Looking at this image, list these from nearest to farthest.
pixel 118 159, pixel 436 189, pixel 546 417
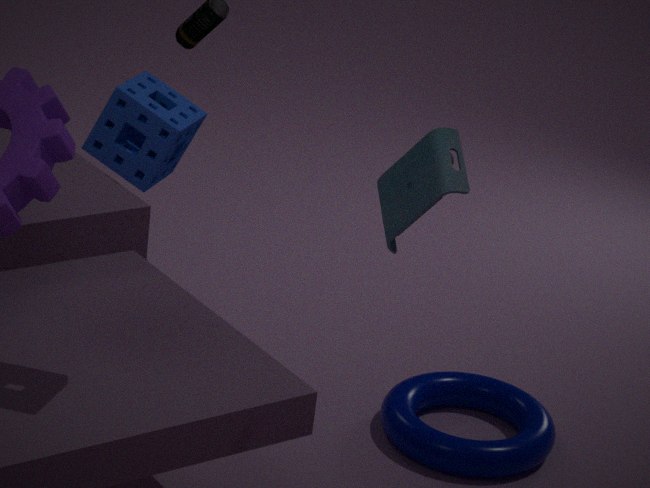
pixel 436 189
pixel 118 159
pixel 546 417
